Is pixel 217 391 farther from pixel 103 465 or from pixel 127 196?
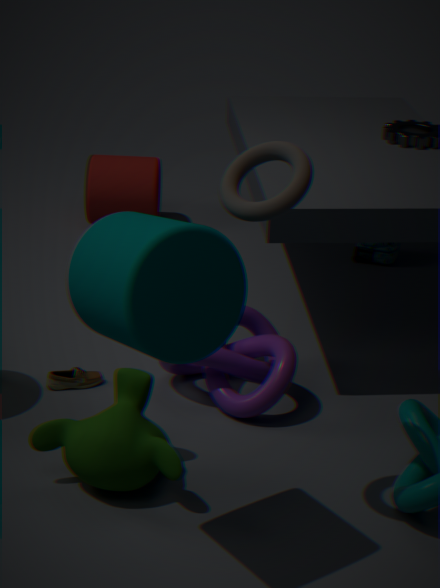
pixel 127 196
